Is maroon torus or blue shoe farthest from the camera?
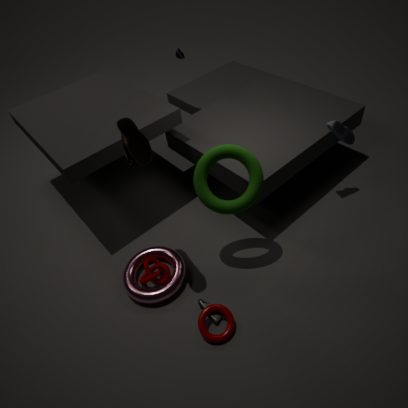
blue shoe
